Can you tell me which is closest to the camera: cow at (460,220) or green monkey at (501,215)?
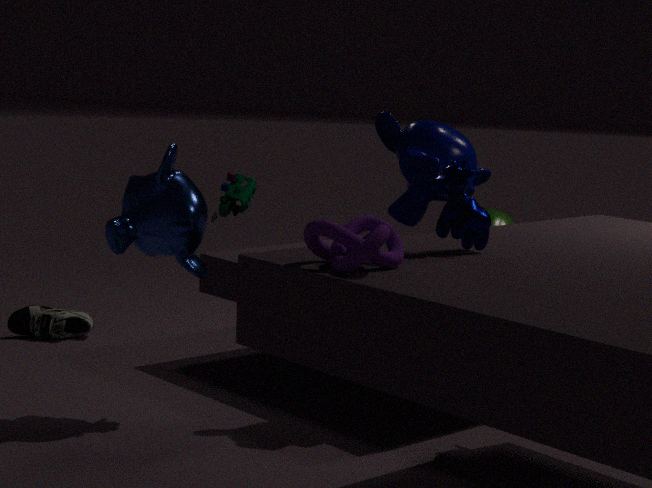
cow at (460,220)
